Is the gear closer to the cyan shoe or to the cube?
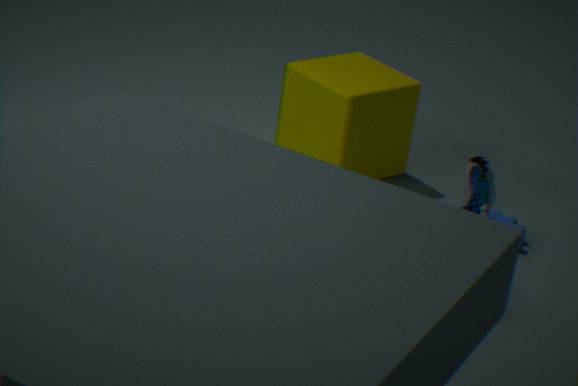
the cube
